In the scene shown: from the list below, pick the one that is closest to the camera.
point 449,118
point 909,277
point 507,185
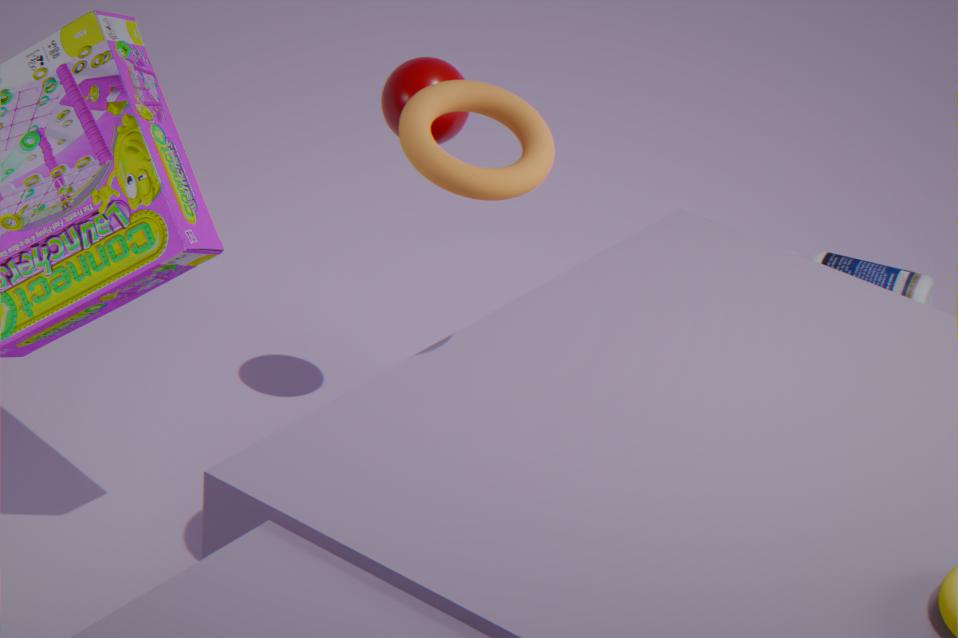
point 507,185
